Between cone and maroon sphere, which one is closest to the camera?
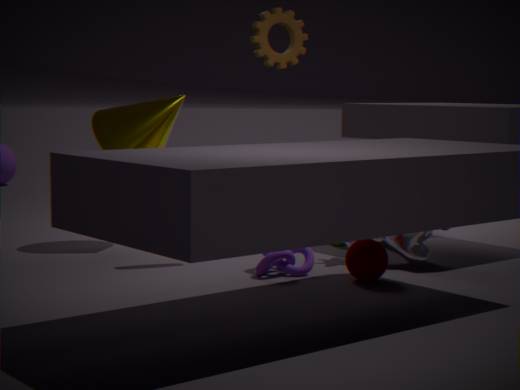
maroon sphere
